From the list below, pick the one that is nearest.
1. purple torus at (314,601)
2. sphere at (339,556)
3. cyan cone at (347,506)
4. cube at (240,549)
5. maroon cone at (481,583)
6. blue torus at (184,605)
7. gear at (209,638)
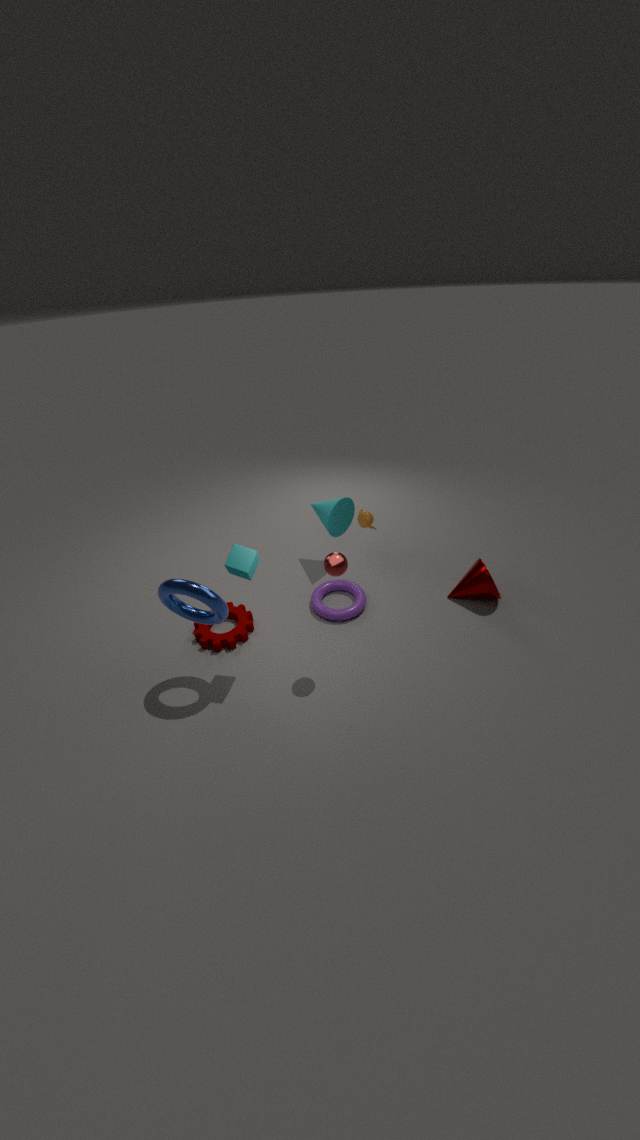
blue torus at (184,605)
